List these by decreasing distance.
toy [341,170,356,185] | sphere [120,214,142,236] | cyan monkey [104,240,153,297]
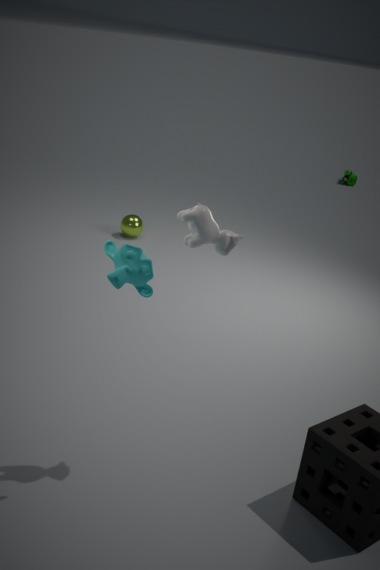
toy [341,170,356,185] < sphere [120,214,142,236] < cyan monkey [104,240,153,297]
